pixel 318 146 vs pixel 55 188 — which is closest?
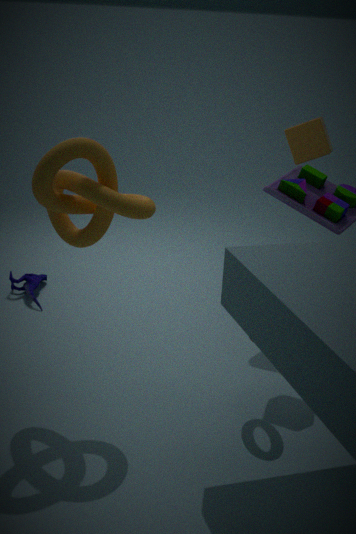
pixel 55 188
